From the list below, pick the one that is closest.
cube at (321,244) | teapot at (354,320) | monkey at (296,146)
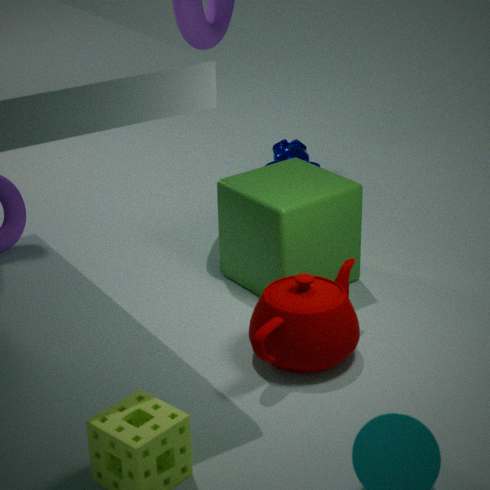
teapot at (354,320)
